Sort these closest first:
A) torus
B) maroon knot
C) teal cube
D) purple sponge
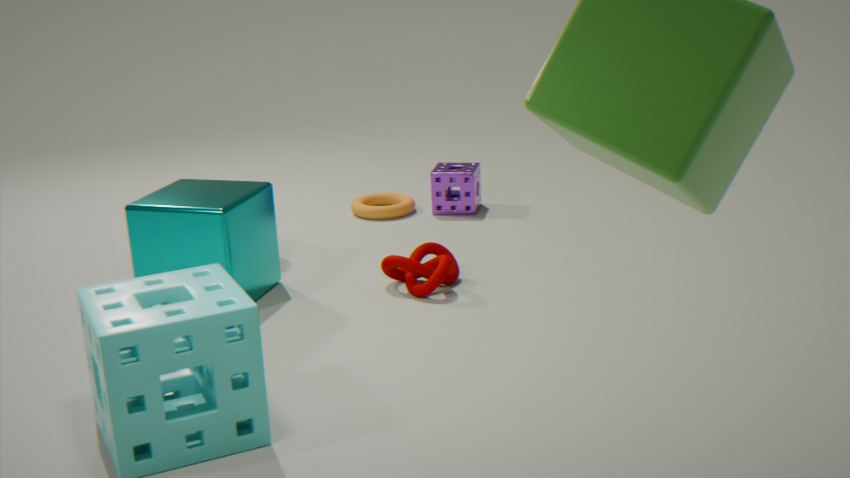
teal cube
maroon knot
purple sponge
torus
